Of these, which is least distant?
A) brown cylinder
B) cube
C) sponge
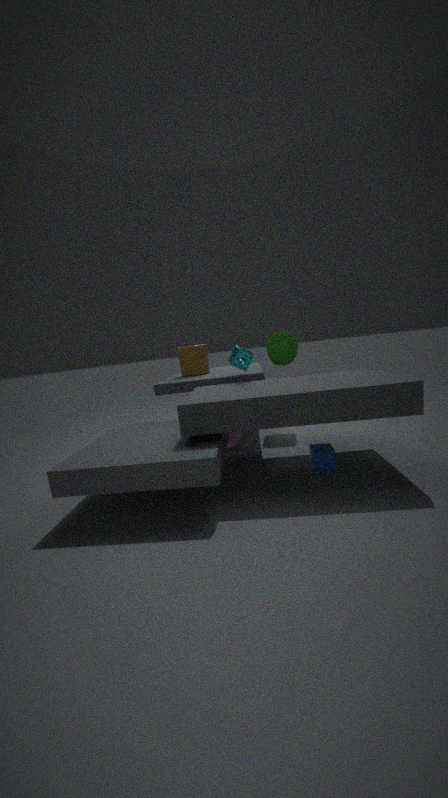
cube
